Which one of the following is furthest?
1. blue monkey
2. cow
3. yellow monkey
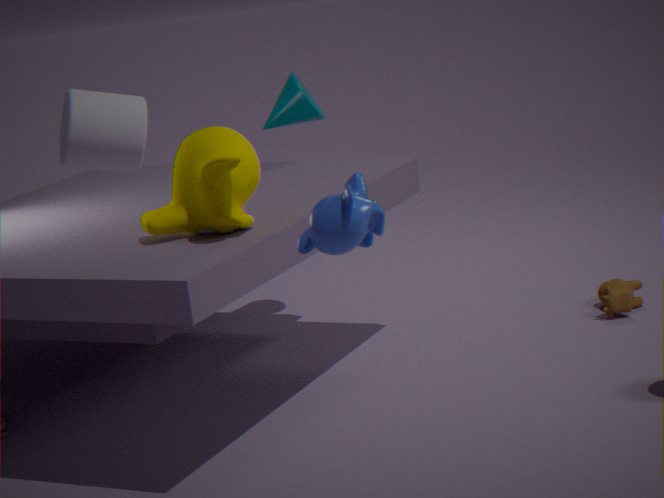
cow
